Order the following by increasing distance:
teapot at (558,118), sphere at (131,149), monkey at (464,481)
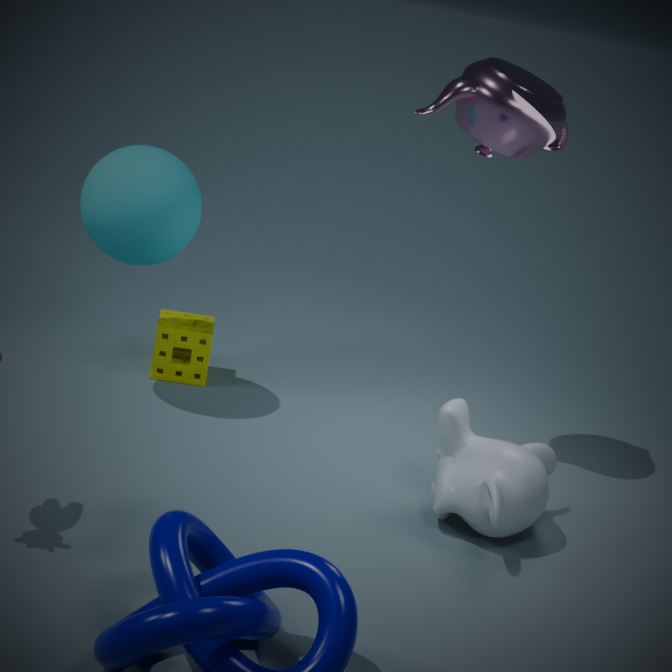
monkey at (464,481) < teapot at (558,118) < sphere at (131,149)
